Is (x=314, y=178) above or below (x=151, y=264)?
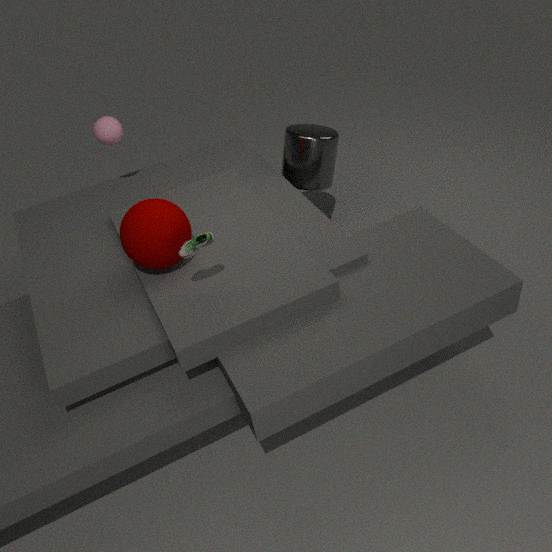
below
